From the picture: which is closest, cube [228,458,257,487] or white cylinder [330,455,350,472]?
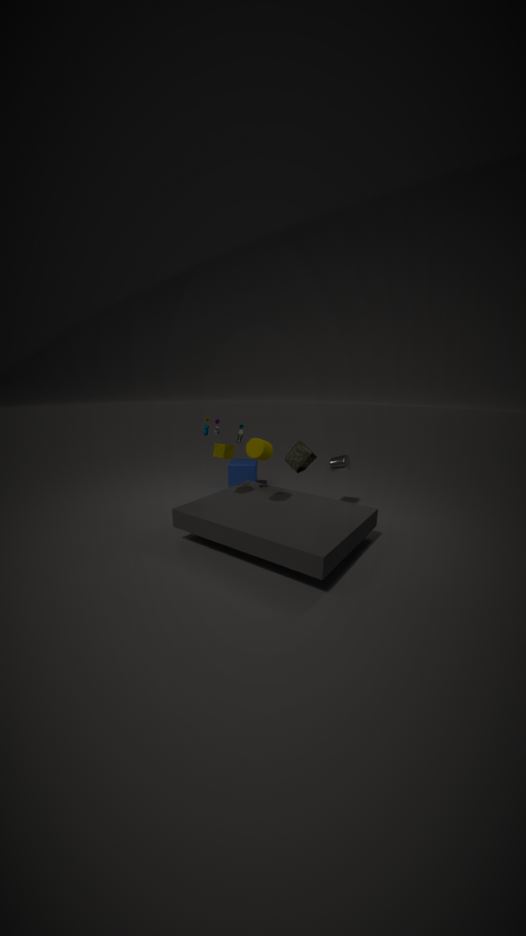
white cylinder [330,455,350,472]
